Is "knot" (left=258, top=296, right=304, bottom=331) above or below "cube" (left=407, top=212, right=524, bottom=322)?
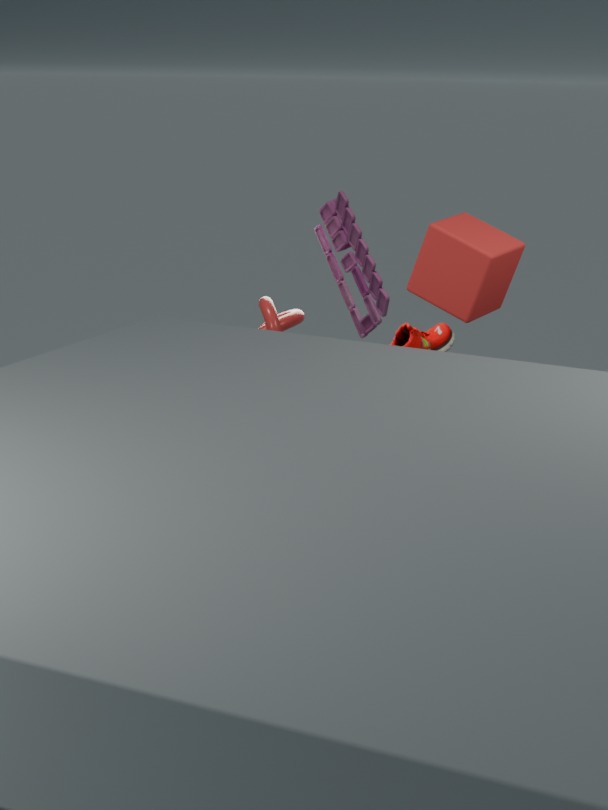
below
